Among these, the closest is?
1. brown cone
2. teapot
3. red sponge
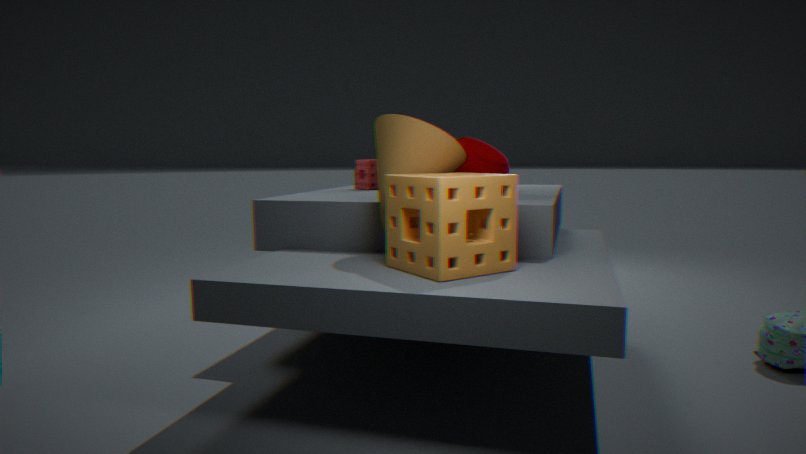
brown cone
